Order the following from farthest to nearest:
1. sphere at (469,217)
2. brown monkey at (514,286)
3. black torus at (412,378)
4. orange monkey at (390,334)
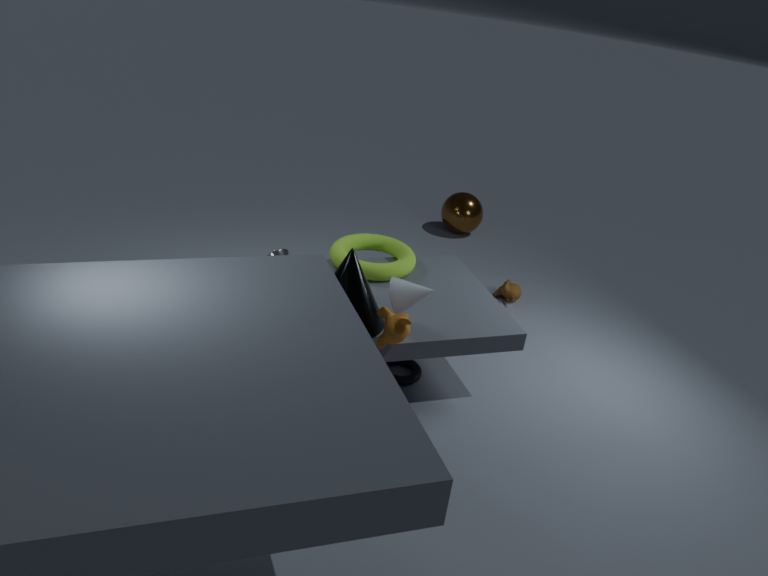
1. sphere at (469,217)
2. brown monkey at (514,286)
3. black torus at (412,378)
4. orange monkey at (390,334)
